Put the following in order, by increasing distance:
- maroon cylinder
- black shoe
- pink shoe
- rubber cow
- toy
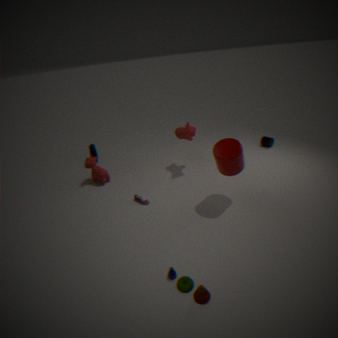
1. toy
2. maroon cylinder
3. pink shoe
4. rubber cow
5. black shoe
